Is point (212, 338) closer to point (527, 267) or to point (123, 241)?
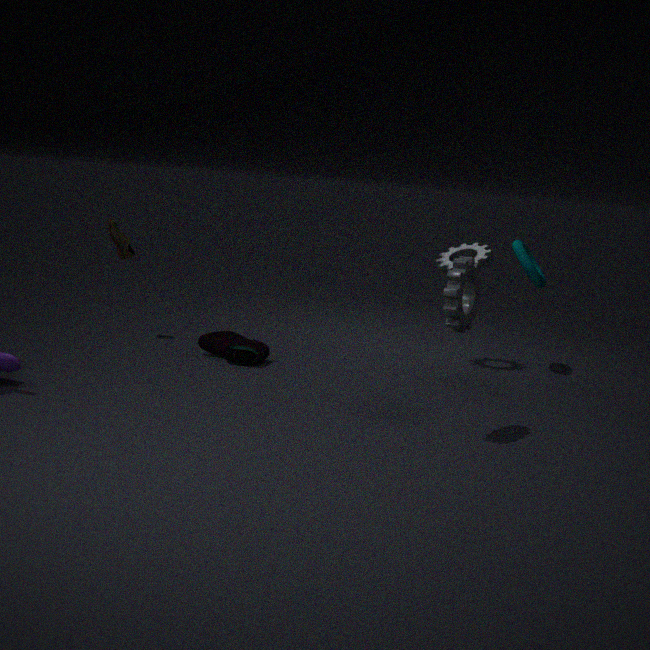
point (123, 241)
